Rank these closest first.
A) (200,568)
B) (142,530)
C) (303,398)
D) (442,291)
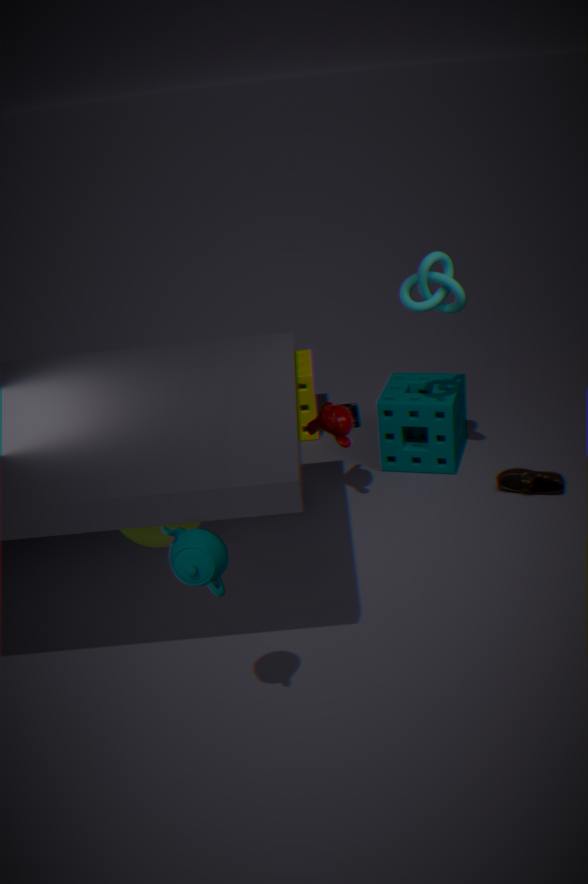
(200,568)
(142,530)
(442,291)
(303,398)
